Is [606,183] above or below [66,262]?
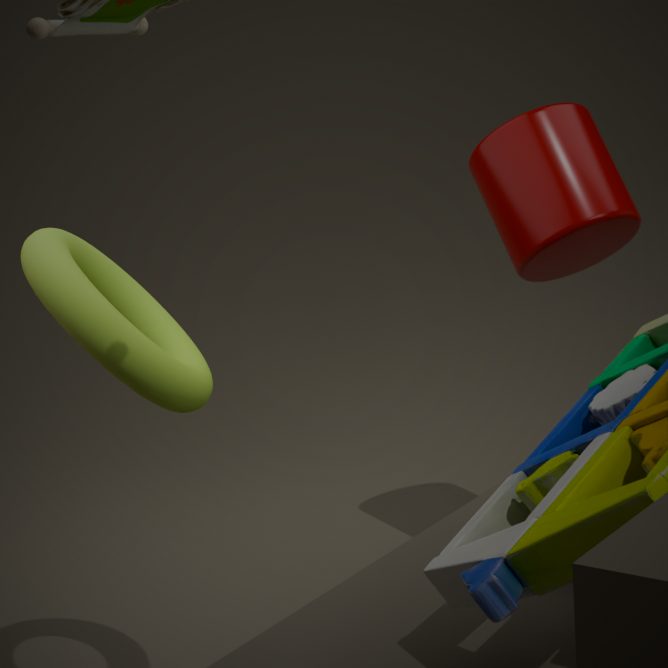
above
